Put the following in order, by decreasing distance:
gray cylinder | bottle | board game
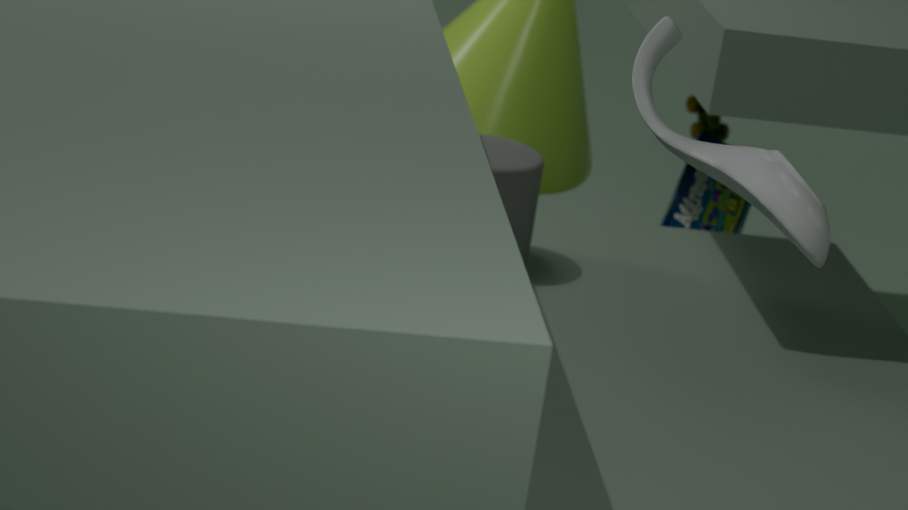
board game, gray cylinder, bottle
